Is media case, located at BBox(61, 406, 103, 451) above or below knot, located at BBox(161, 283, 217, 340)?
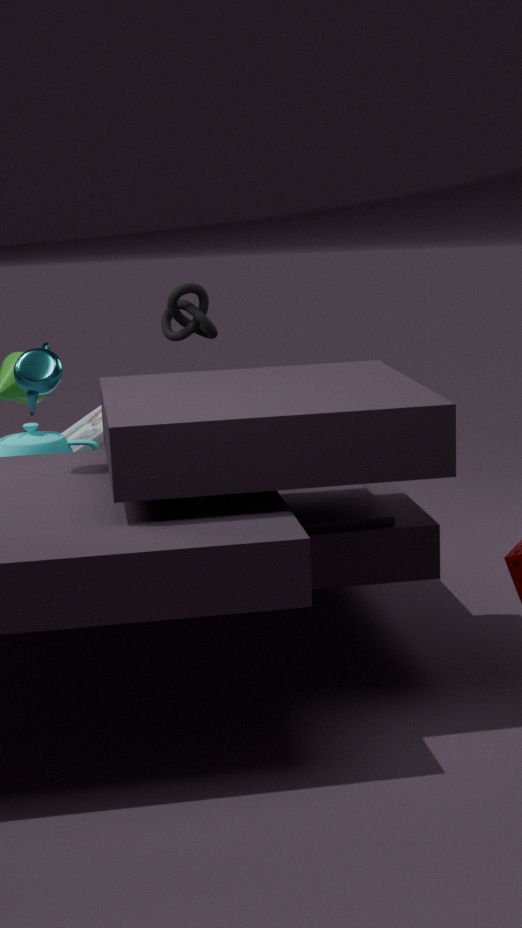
below
